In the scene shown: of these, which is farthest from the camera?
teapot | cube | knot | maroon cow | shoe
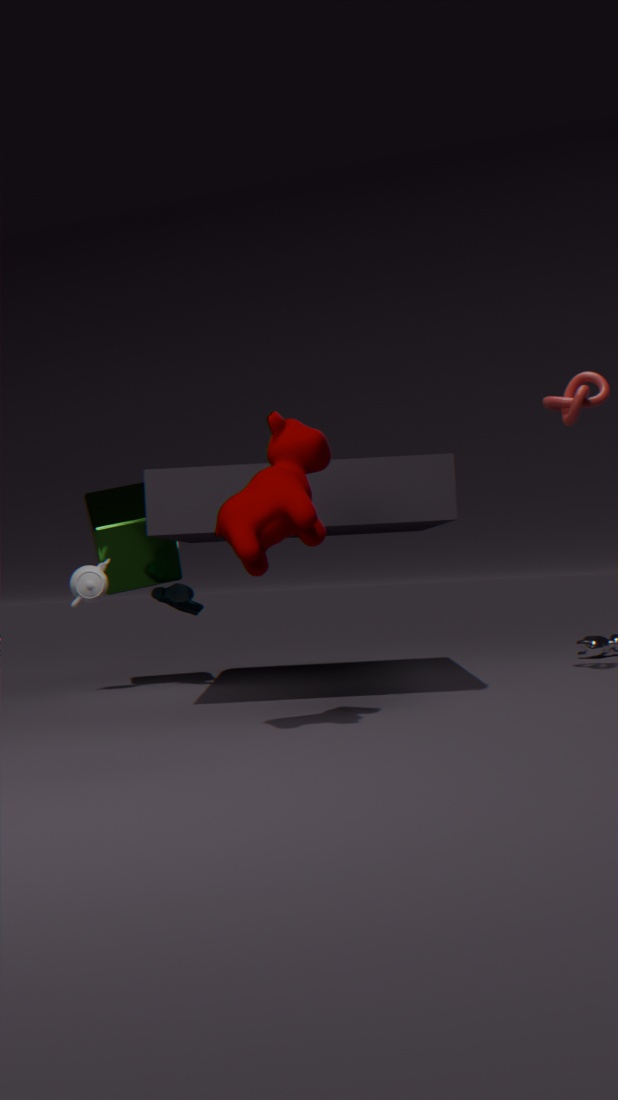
cube
